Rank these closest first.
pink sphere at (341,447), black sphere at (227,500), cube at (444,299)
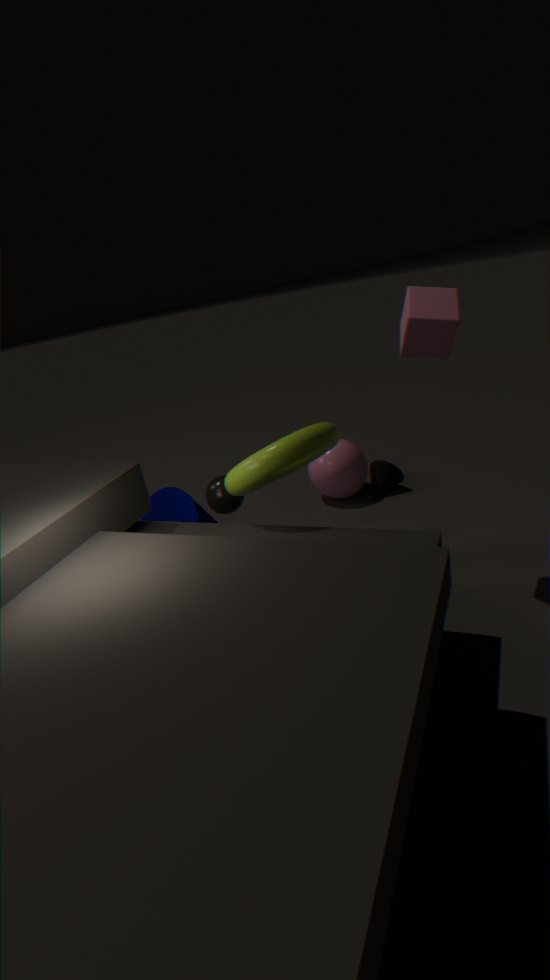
1. cube at (444,299)
2. black sphere at (227,500)
3. pink sphere at (341,447)
